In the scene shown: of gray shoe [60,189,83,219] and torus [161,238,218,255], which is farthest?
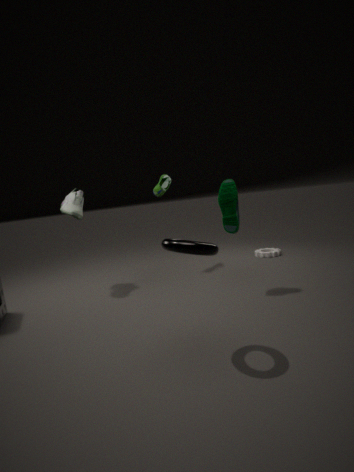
gray shoe [60,189,83,219]
